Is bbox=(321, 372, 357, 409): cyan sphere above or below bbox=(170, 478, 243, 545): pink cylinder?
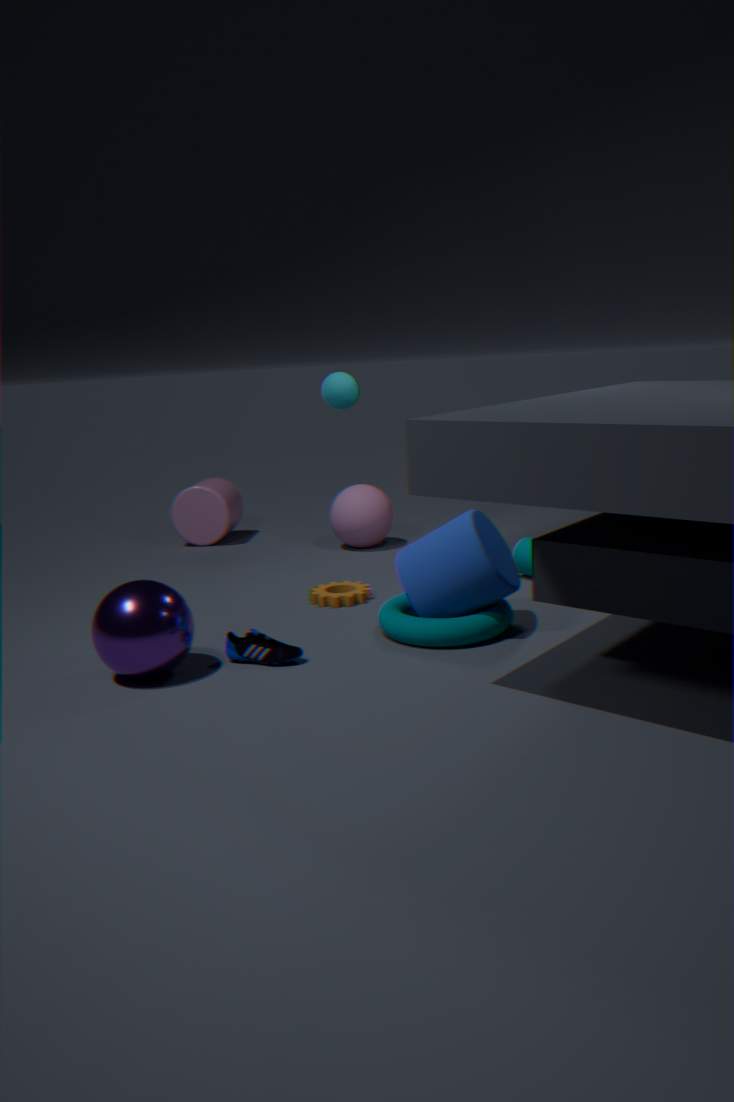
above
